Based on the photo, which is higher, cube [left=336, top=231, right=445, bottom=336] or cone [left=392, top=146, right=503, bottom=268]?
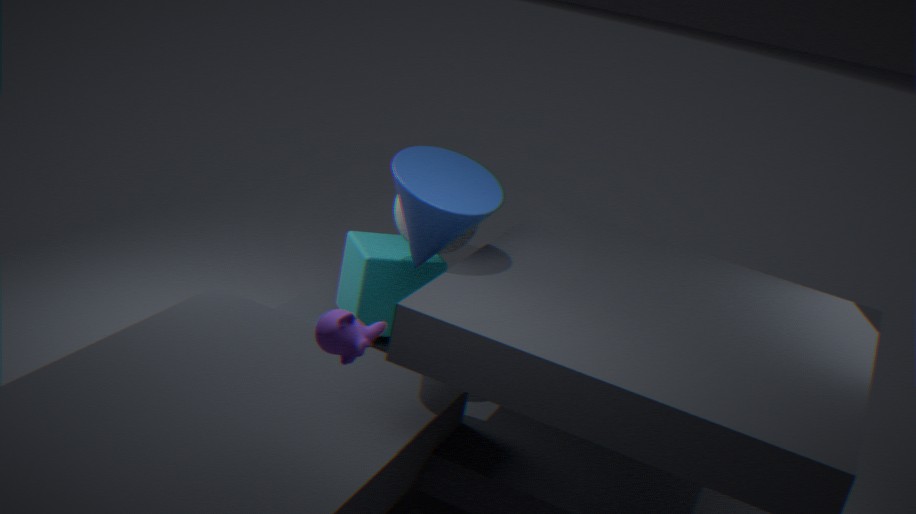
cone [left=392, top=146, right=503, bottom=268]
